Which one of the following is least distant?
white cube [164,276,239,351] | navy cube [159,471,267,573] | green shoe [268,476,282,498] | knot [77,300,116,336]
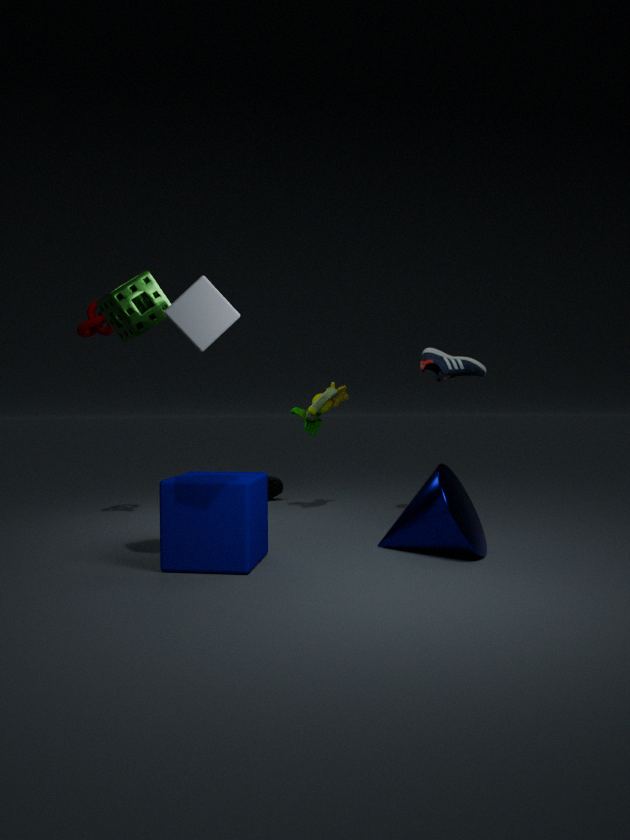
white cube [164,276,239,351]
